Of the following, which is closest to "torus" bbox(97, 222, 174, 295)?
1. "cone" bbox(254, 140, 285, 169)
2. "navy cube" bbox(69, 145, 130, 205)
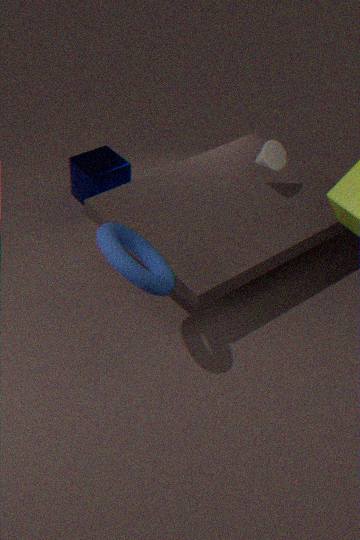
"cone" bbox(254, 140, 285, 169)
